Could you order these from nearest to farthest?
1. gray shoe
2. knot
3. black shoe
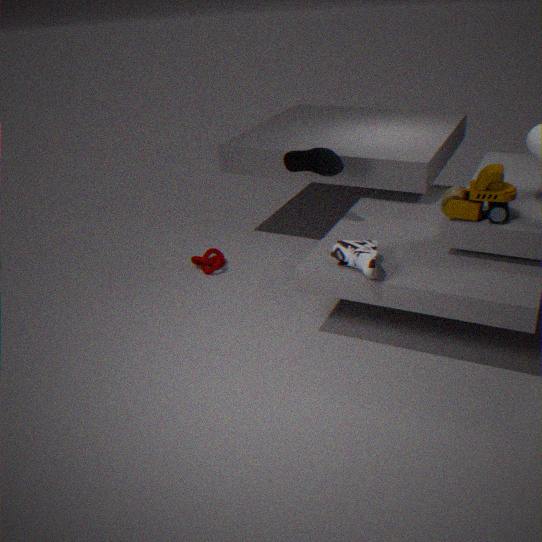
gray shoe → black shoe → knot
